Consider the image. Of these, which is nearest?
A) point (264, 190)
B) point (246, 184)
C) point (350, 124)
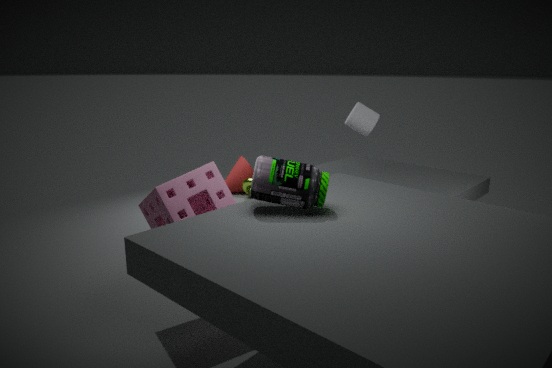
point (264, 190)
